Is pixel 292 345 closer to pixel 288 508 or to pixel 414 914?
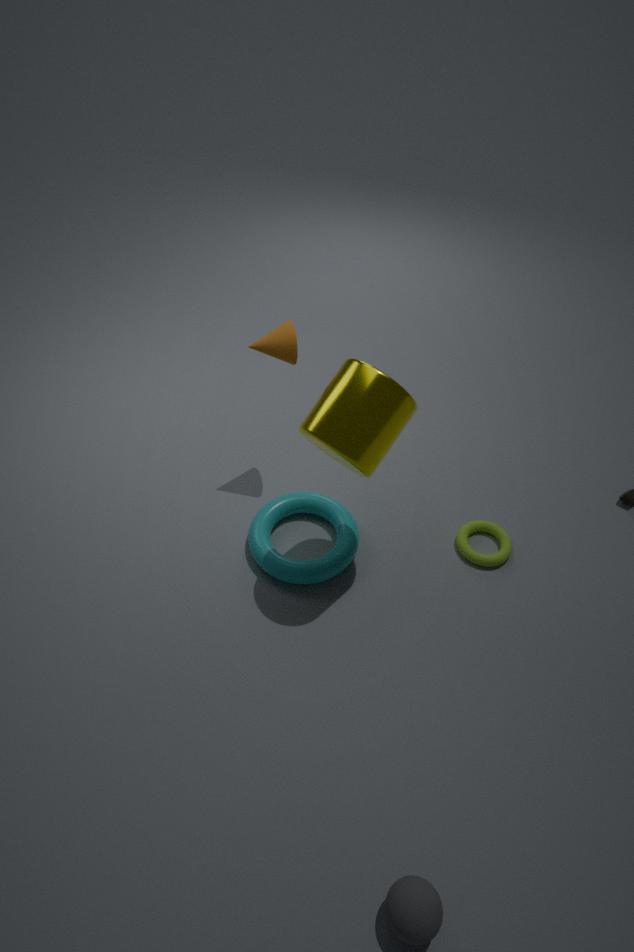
pixel 288 508
